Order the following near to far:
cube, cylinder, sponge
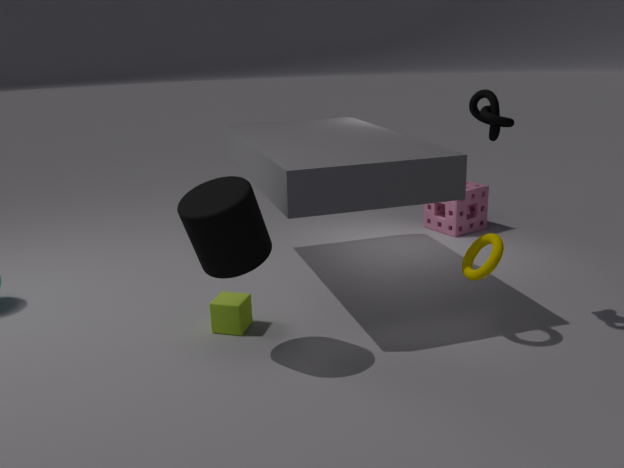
cylinder
cube
sponge
